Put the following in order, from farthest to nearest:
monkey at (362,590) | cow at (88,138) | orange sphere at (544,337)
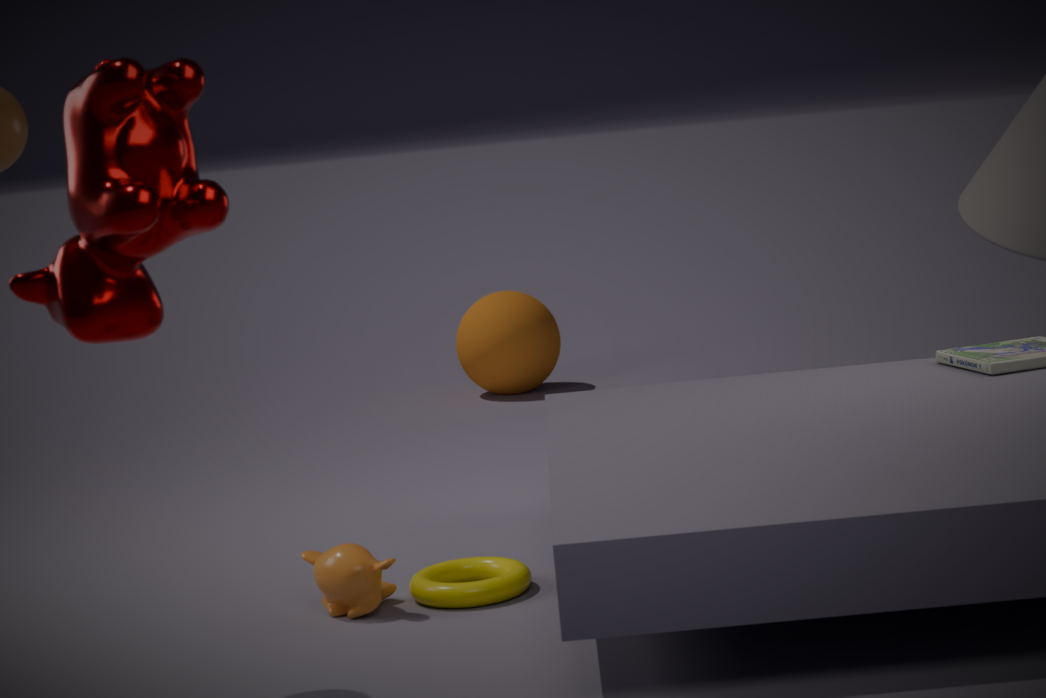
orange sphere at (544,337)
monkey at (362,590)
cow at (88,138)
